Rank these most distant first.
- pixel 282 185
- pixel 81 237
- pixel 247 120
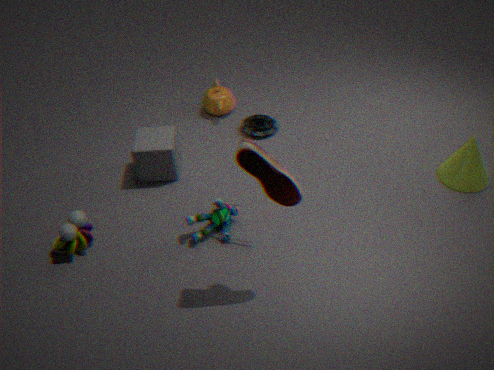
1. pixel 247 120
2. pixel 81 237
3. pixel 282 185
